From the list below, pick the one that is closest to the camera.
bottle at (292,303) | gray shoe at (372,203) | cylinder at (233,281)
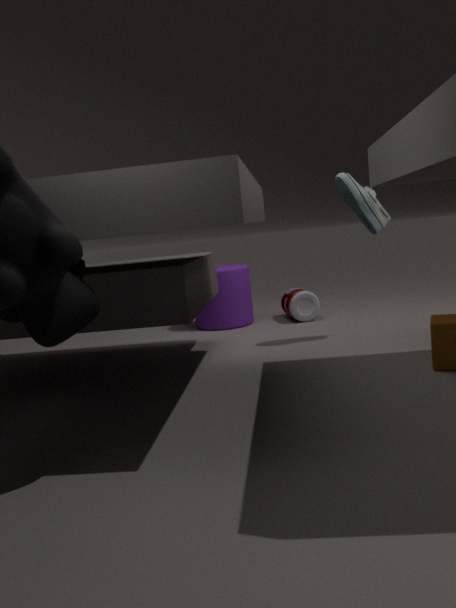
gray shoe at (372,203)
